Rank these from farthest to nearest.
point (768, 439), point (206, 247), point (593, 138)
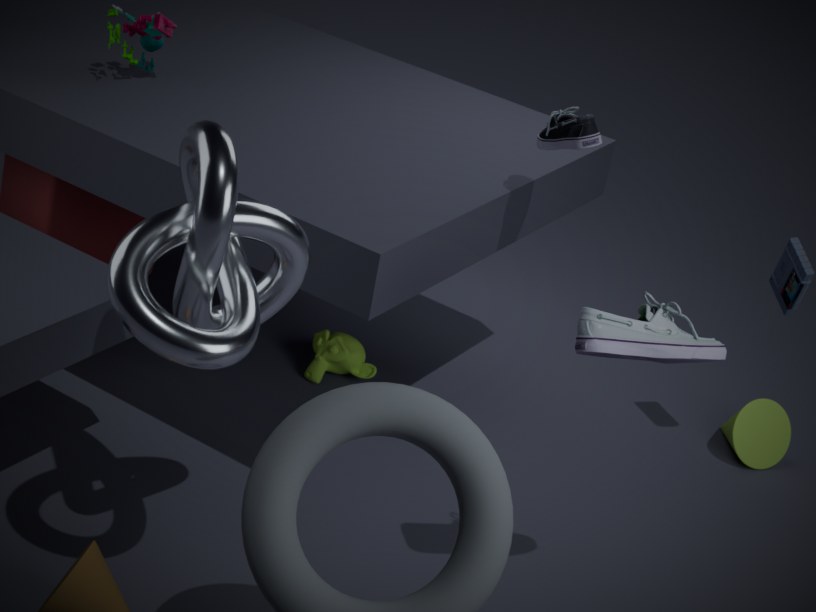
point (768, 439)
point (593, 138)
point (206, 247)
